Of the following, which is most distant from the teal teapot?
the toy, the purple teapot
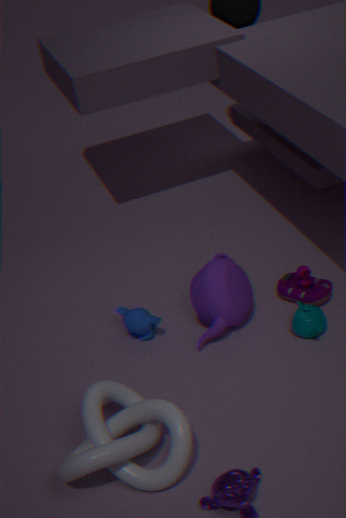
the purple teapot
